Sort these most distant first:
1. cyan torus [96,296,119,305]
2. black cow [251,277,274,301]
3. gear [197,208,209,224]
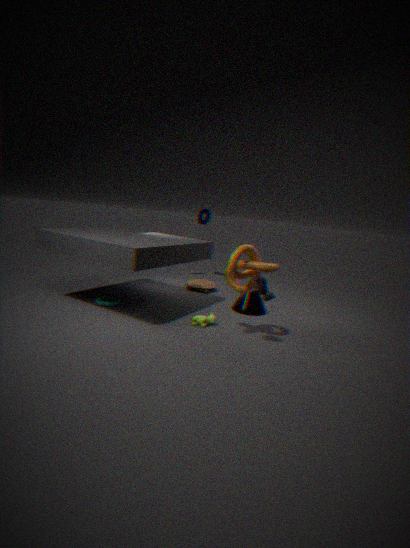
1. gear [197,208,209,224]
2. cyan torus [96,296,119,305]
3. black cow [251,277,274,301]
